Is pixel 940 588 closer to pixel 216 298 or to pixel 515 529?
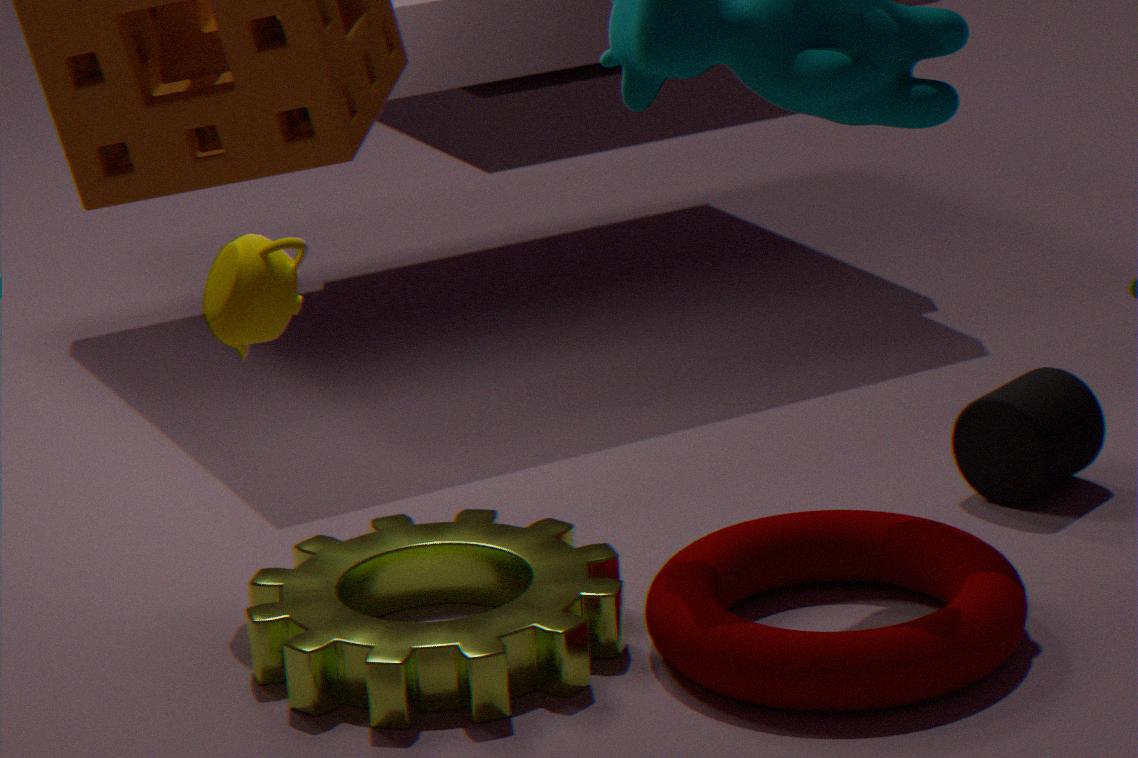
pixel 515 529
